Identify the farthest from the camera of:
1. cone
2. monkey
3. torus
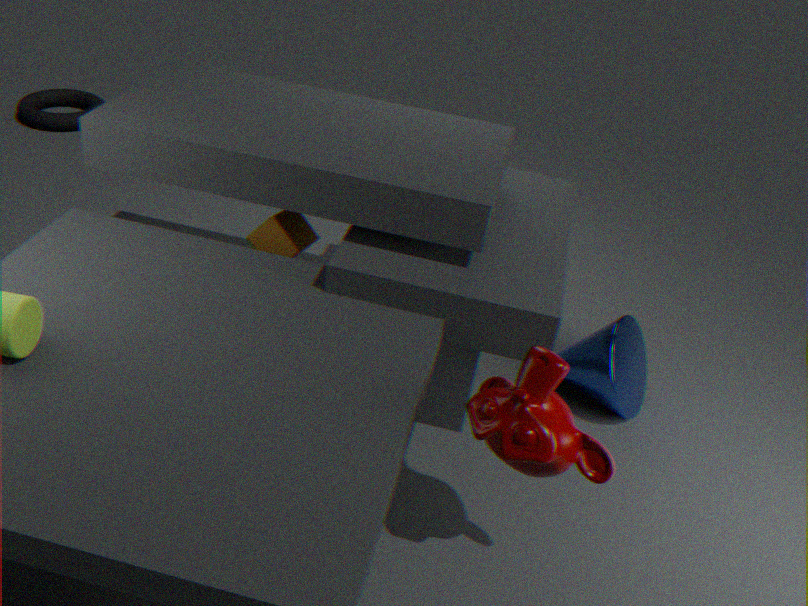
torus
